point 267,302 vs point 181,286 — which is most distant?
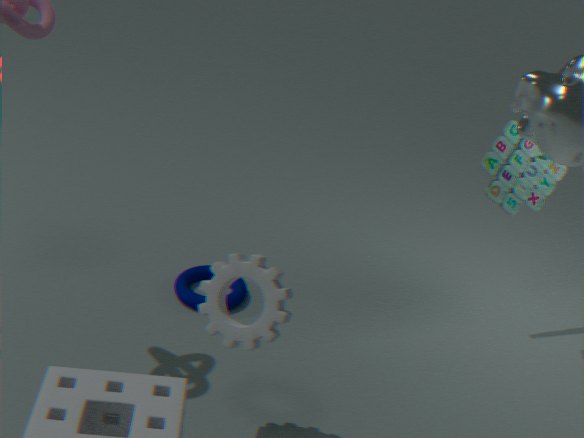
point 181,286
